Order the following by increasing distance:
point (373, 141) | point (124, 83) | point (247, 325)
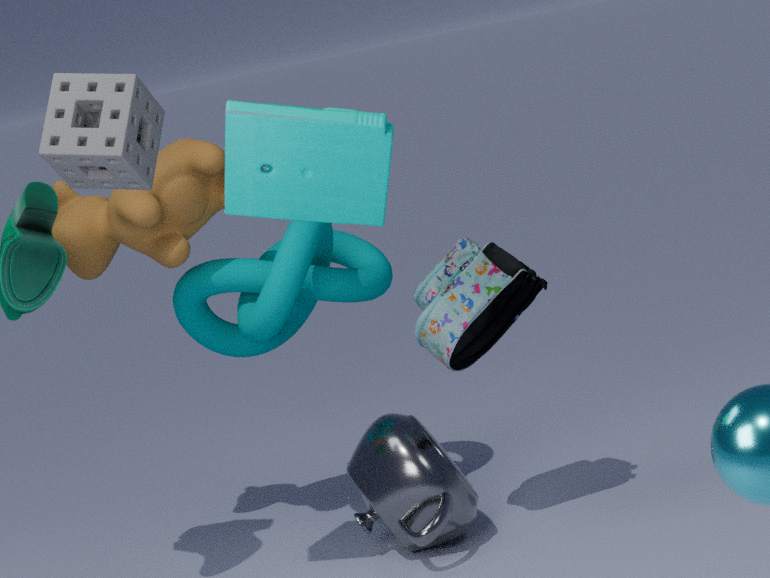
1. point (373, 141)
2. point (124, 83)
3. point (247, 325)
